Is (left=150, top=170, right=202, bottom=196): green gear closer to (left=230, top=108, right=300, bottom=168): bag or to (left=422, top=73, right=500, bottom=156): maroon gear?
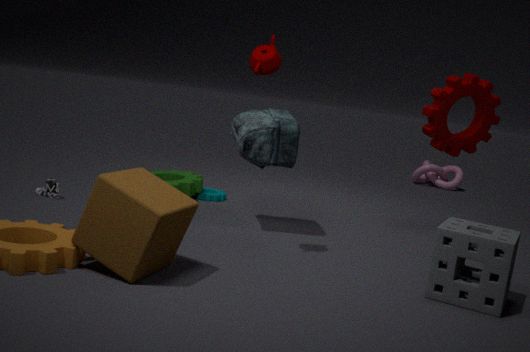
(left=230, top=108, right=300, bottom=168): bag
